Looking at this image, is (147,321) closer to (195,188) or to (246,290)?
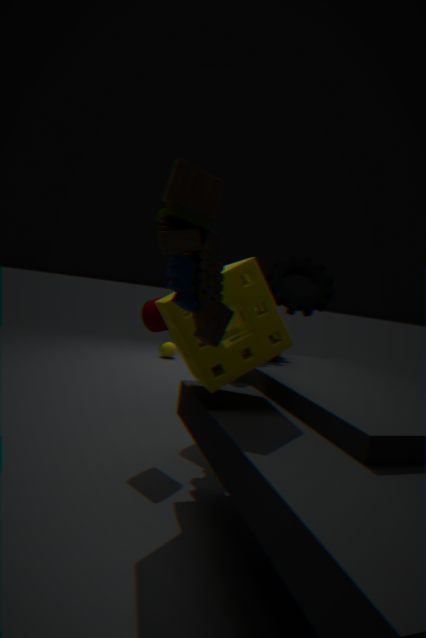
(246,290)
